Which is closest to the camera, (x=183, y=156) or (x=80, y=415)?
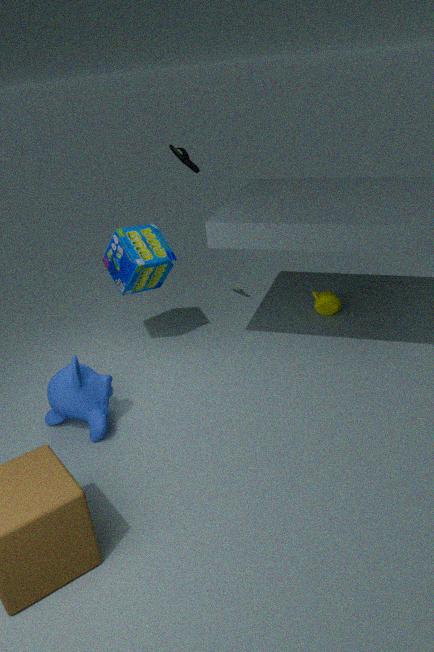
(x=80, y=415)
